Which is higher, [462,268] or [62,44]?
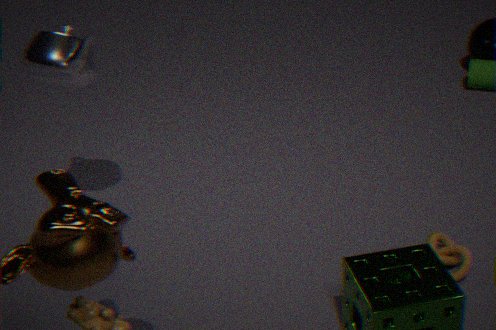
[62,44]
